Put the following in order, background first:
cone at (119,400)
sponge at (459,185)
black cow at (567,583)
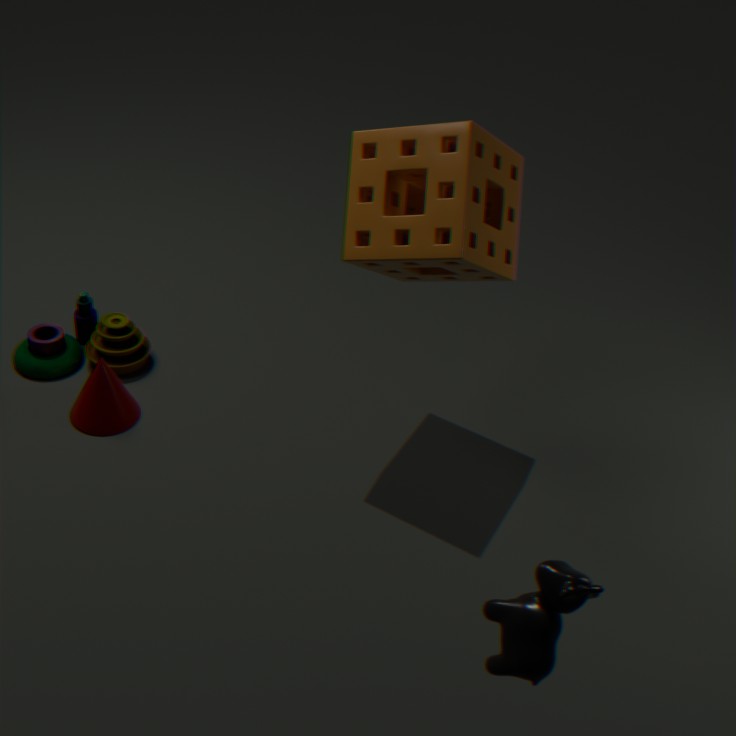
cone at (119,400), sponge at (459,185), black cow at (567,583)
